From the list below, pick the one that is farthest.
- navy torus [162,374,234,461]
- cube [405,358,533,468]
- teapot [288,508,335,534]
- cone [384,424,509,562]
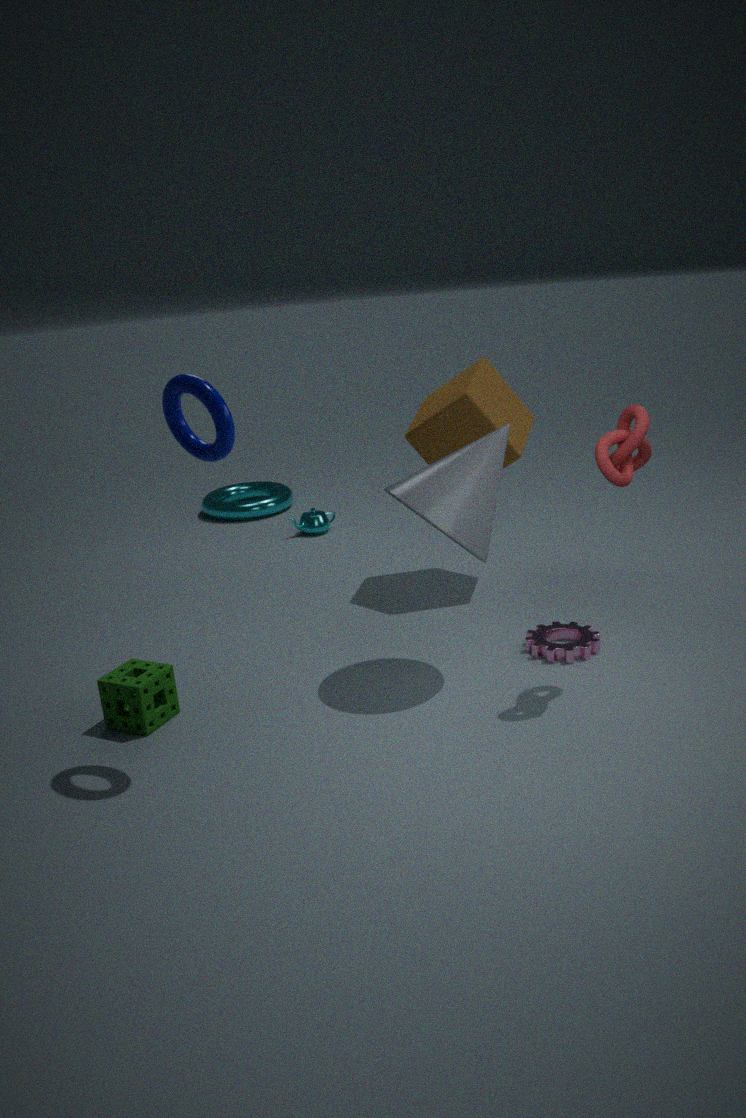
teapot [288,508,335,534]
